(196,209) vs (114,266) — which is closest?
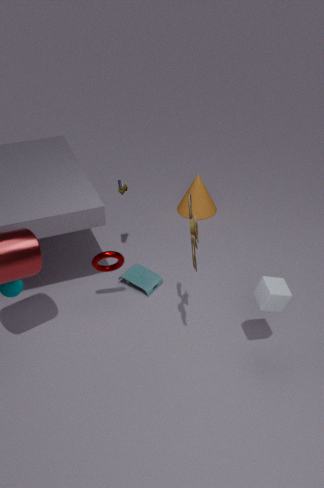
(114,266)
